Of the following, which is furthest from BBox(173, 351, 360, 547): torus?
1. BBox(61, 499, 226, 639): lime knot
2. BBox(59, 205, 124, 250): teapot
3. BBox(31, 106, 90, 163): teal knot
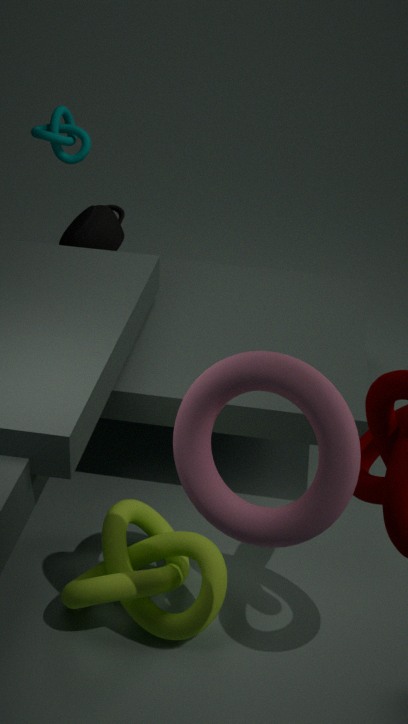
BBox(31, 106, 90, 163): teal knot
